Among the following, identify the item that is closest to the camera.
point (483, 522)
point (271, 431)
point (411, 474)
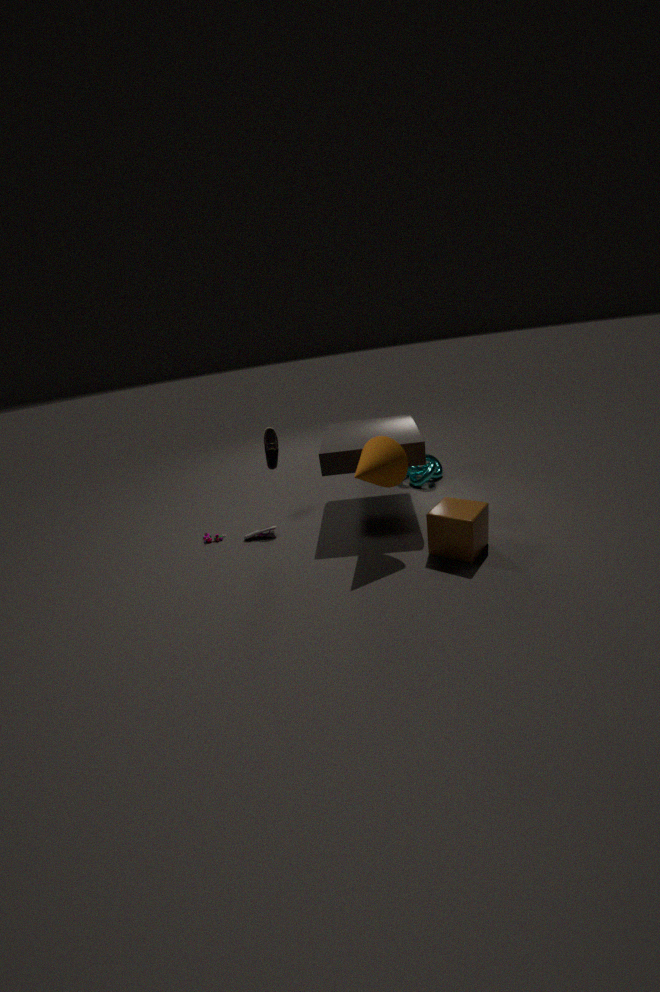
point (483, 522)
